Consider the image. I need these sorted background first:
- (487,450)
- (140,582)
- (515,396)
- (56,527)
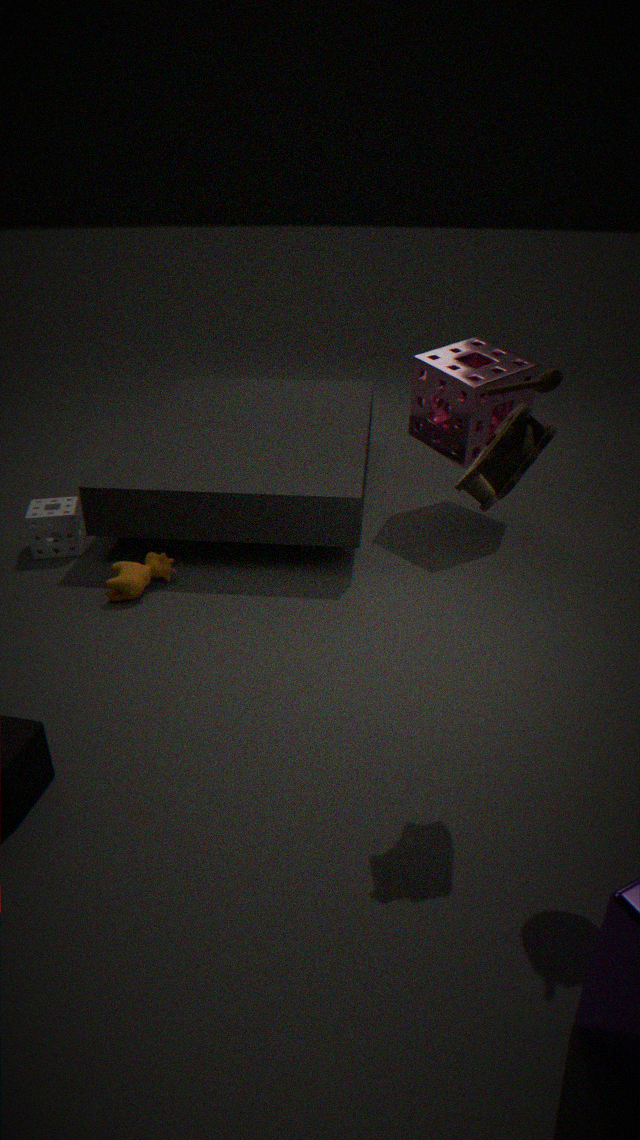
(515,396) → (56,527) → (140,582) → (487,450)
